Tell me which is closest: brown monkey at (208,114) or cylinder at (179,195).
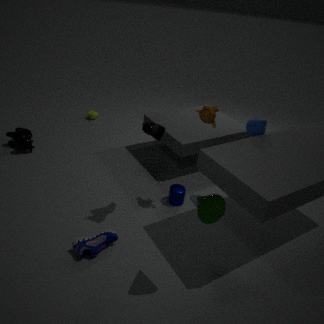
brown monkey at (208,114)
